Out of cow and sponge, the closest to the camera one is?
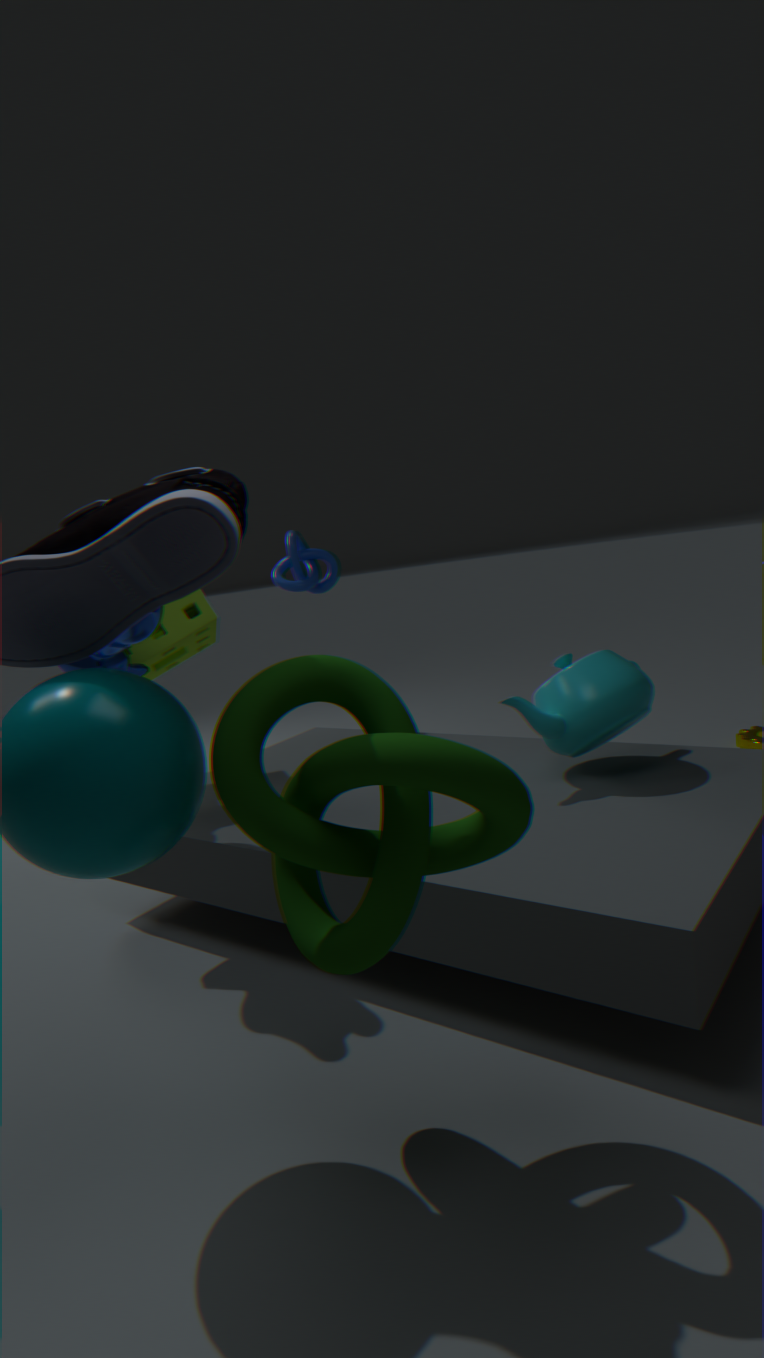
→ cow
